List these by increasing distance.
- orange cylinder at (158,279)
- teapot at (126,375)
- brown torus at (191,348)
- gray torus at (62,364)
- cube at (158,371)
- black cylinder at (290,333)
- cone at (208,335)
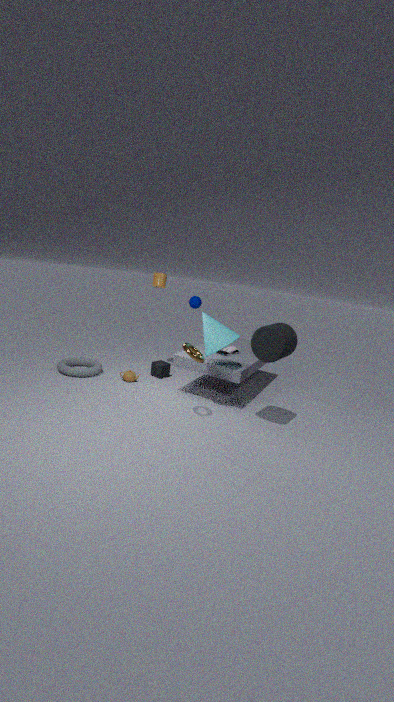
1. black cylinder at (290,333)
2. brown torus at (191,348)
3. cone at (208,335)
4. gray torus at (62,364)
5. teapot at (126,375)
6. cube at (158,371)
7. orange cylinder at (158,279)
